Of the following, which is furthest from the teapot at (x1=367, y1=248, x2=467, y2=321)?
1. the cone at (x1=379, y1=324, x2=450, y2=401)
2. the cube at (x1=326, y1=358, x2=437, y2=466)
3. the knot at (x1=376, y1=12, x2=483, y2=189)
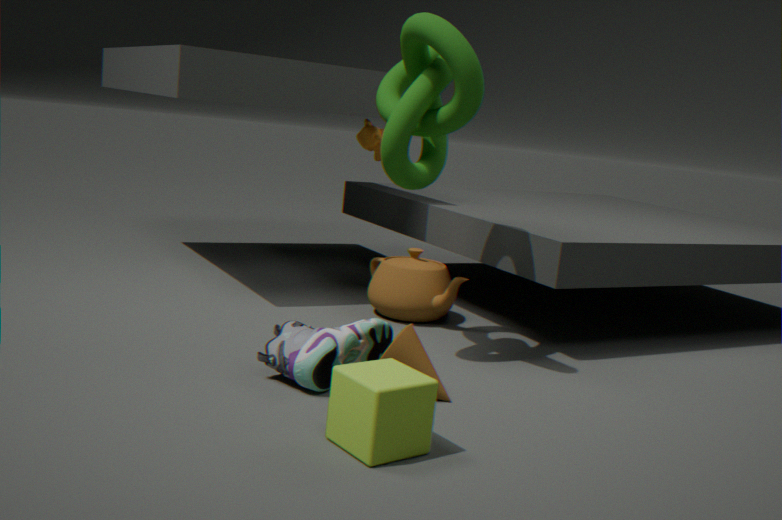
the cube at (x1=326, y1=358, x2=437, y2=466)
